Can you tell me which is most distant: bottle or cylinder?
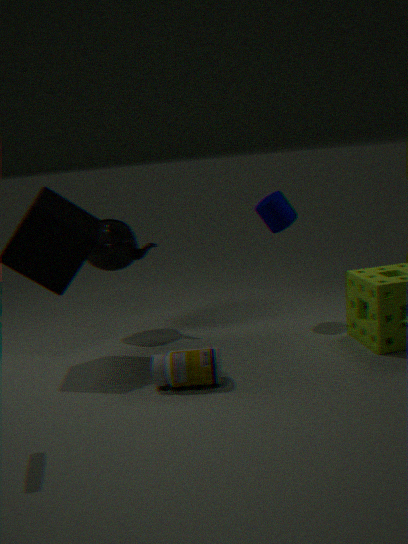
cylinder
